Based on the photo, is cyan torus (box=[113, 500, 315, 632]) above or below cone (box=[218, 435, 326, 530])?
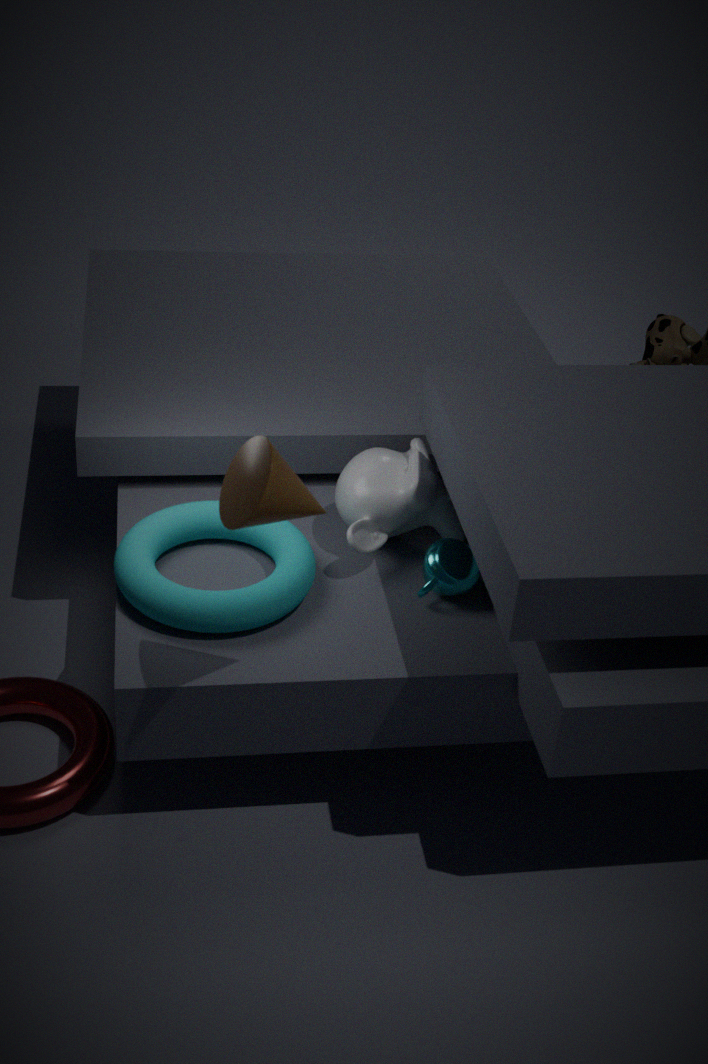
below
